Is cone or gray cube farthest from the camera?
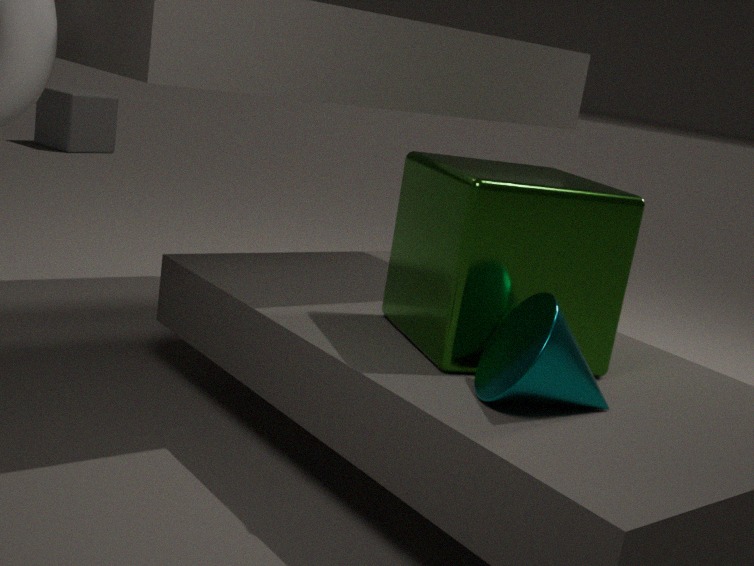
gray cube
